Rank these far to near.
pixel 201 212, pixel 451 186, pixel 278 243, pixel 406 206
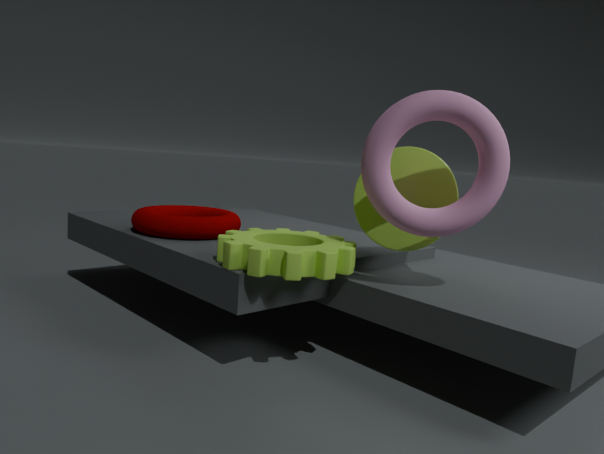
1. pixel 201 212
2. pixel 278 243
3. pixel 451 186
4. pixel 406 206
